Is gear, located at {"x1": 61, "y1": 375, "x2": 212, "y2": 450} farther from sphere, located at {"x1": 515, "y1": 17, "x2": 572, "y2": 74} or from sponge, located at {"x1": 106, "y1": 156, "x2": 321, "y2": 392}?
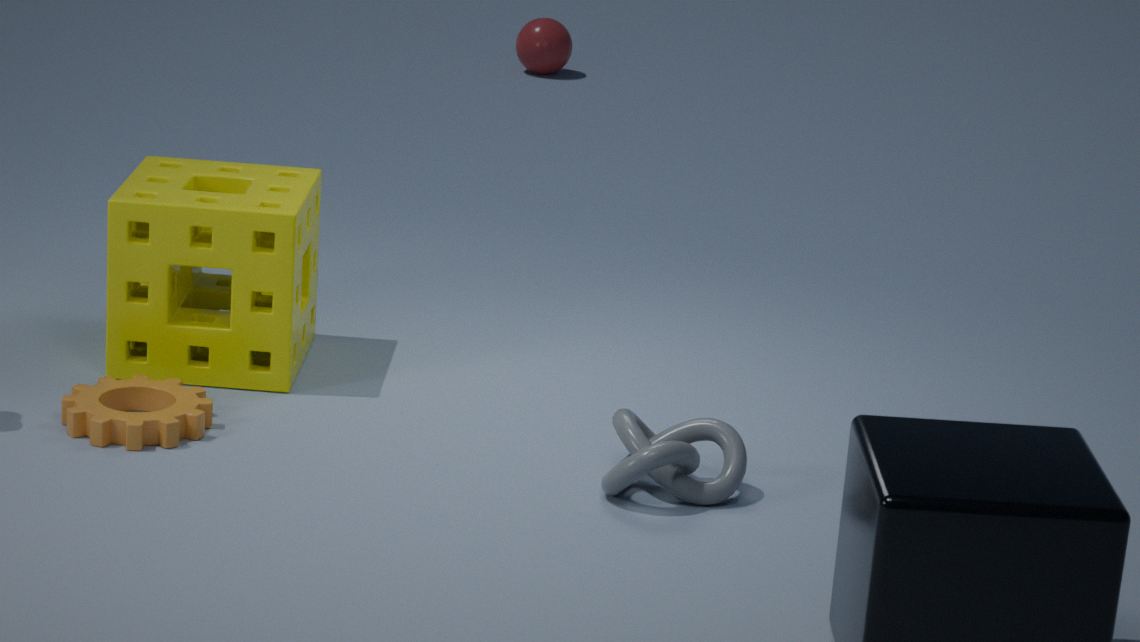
sphere, located at {"x1": 515, "y1": 17, "x2": 572, "y2": 74}
